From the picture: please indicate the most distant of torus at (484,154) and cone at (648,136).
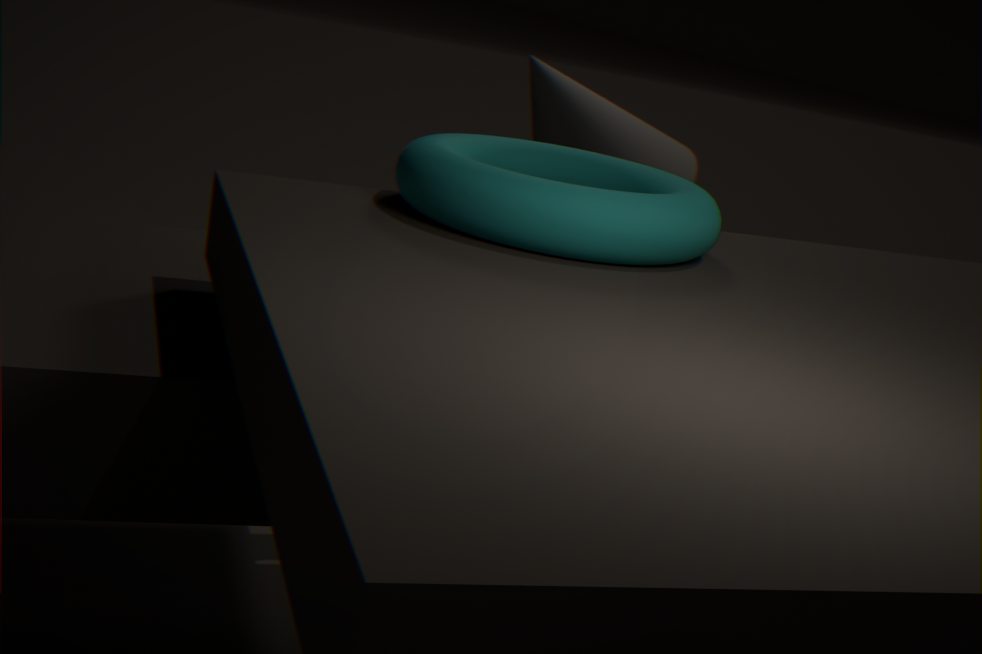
cone at (648,136)
